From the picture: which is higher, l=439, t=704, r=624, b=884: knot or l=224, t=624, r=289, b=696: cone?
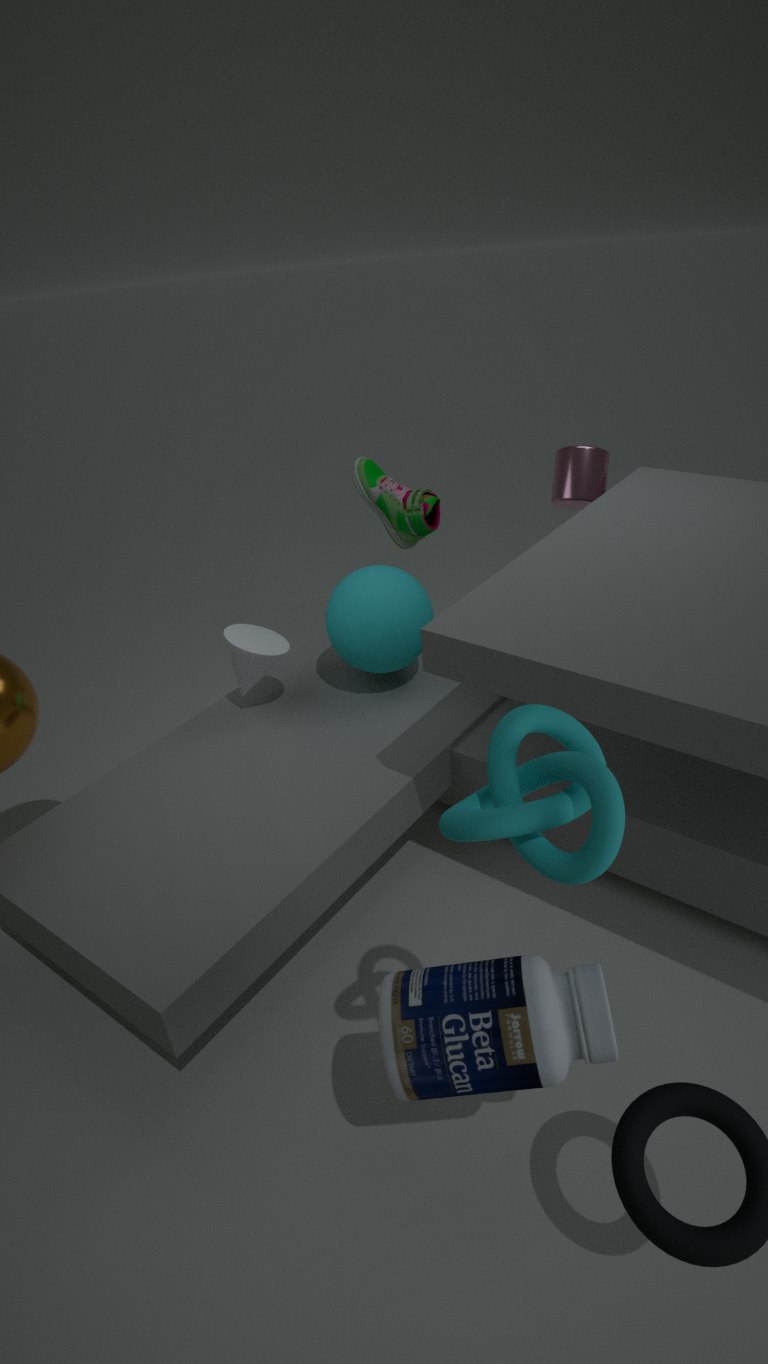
l=439, t=704, r=624, b=884: knot
